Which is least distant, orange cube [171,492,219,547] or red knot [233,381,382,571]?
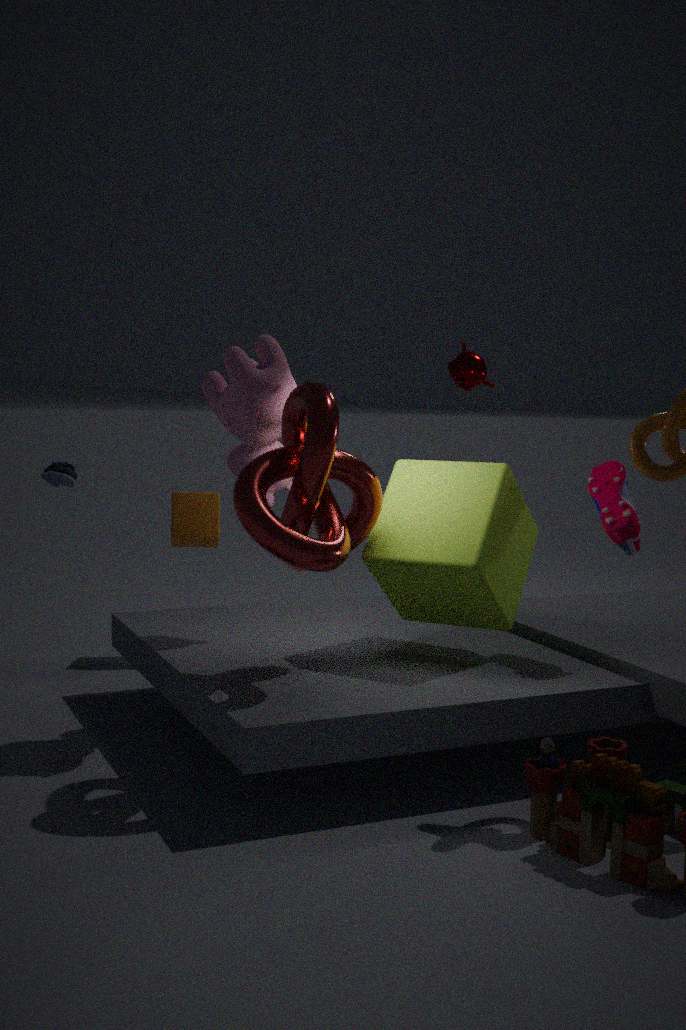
red knot [233,381,382,571]
